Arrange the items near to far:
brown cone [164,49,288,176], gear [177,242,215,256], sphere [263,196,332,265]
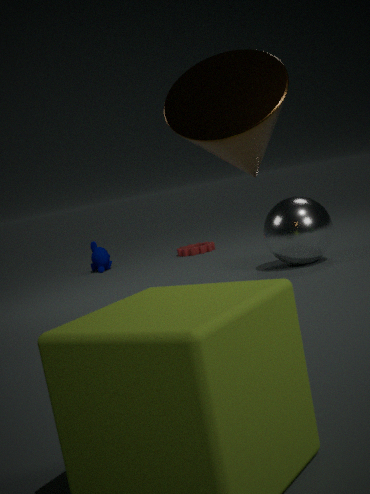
brown cone [164,49,288,176]
sphere [263,196,332,265]
gear [177,242,215,256]
